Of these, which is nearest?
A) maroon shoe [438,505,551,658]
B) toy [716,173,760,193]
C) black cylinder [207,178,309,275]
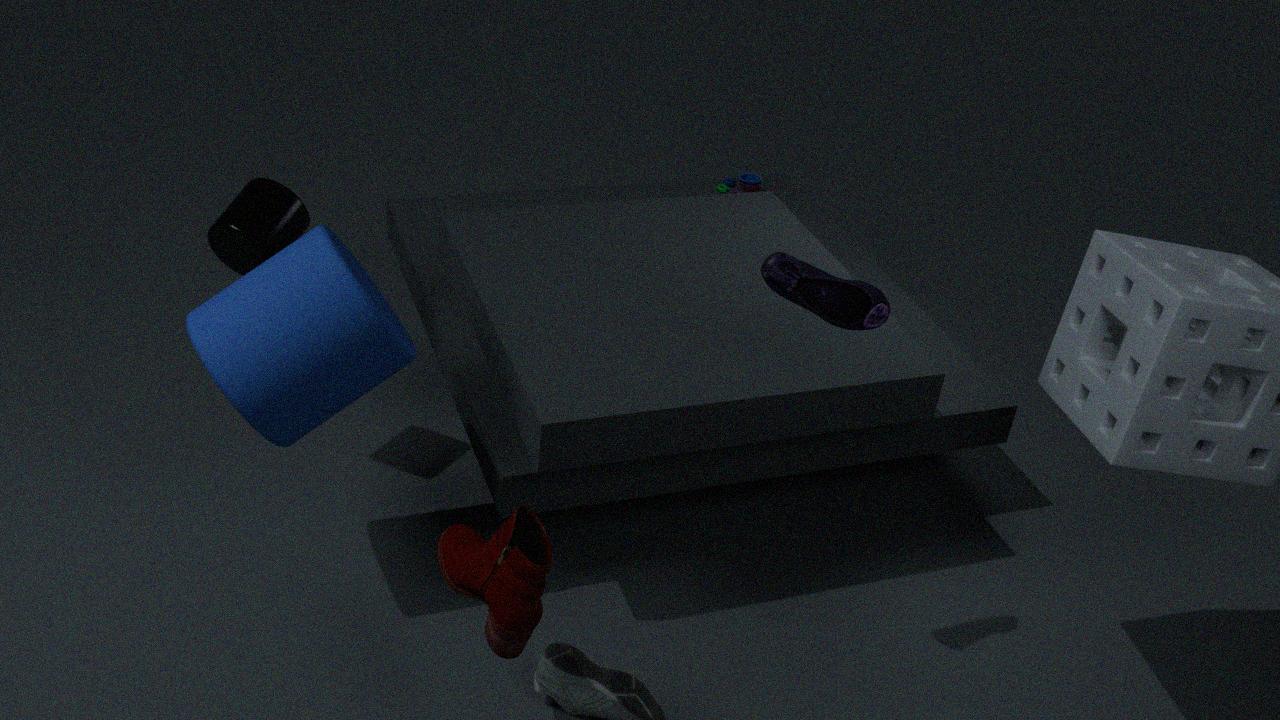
maroon shoe [438,505,551,658]
